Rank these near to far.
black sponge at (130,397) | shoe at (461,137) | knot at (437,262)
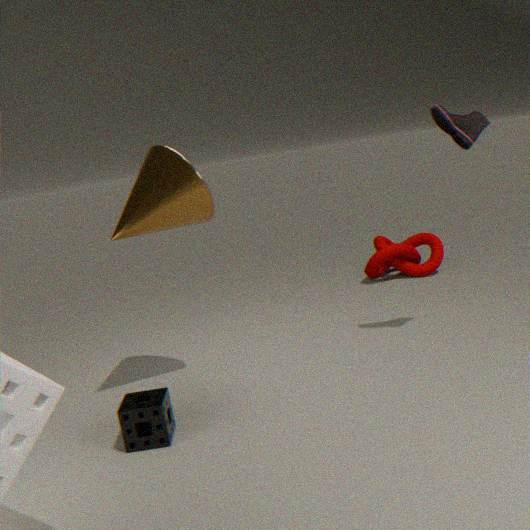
black sponge at (130,397)
shoe at (461,137)
knot at (437,262)
